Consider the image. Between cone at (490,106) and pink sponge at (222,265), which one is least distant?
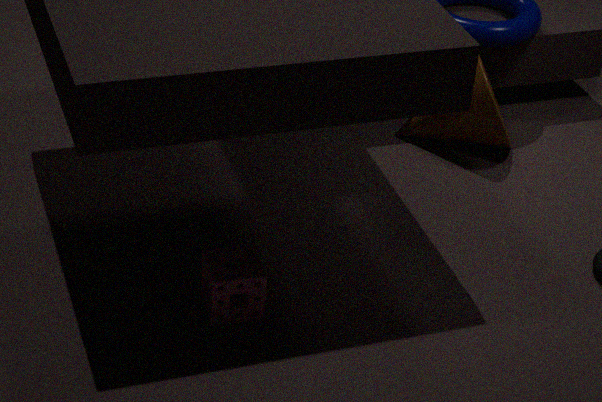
pink sponge at (222,265)
